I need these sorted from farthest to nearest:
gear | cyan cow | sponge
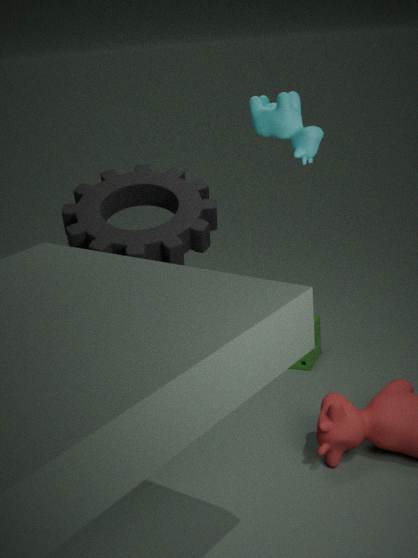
1. sponge
2. gear
3. cyan cow
